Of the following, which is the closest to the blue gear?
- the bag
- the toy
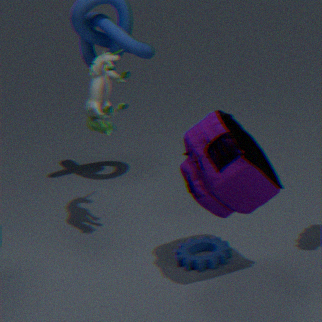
the bag
